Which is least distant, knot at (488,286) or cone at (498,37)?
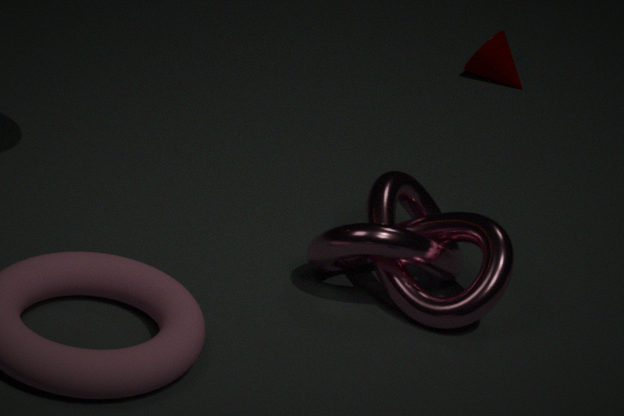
knot at (488,286)
